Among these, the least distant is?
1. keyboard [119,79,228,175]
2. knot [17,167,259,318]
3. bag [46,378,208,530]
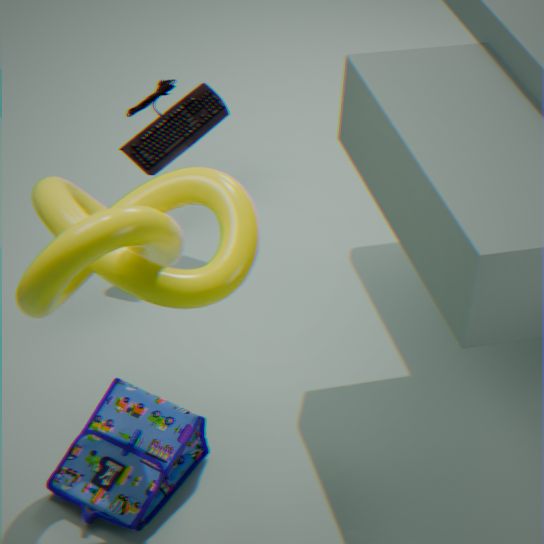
knot [17,167,259,318]
